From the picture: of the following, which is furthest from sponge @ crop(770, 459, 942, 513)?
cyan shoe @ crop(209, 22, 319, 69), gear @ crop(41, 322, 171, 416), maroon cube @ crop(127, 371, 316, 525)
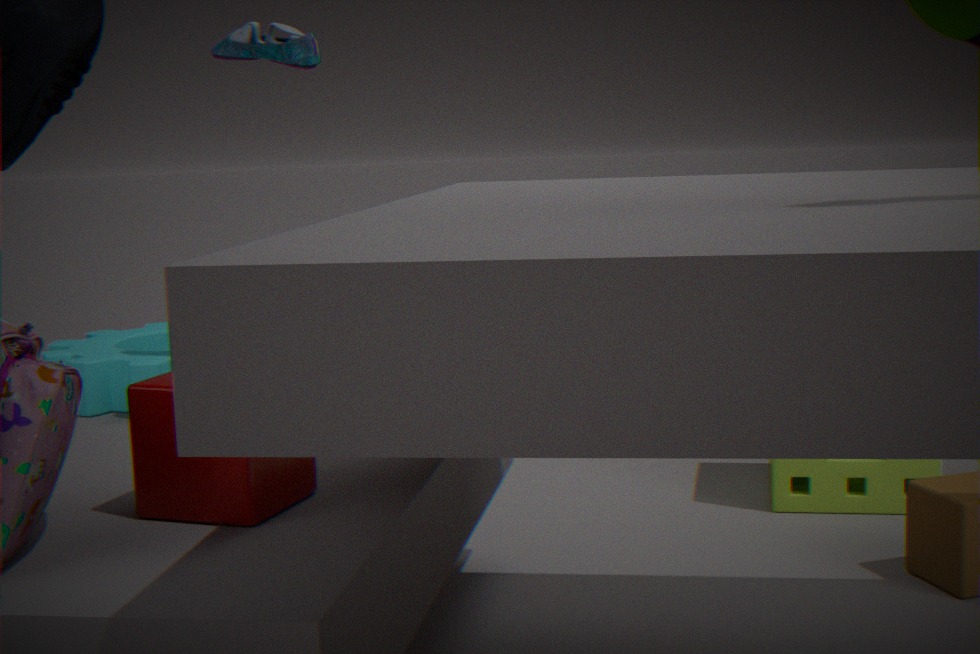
maroon cube @ crop(127, 371, 316, 525)
